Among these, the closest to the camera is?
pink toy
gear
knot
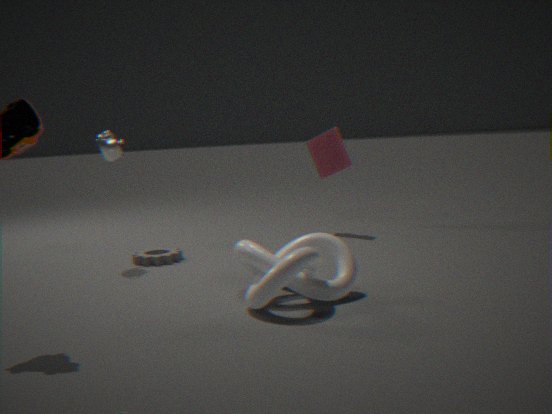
knot
